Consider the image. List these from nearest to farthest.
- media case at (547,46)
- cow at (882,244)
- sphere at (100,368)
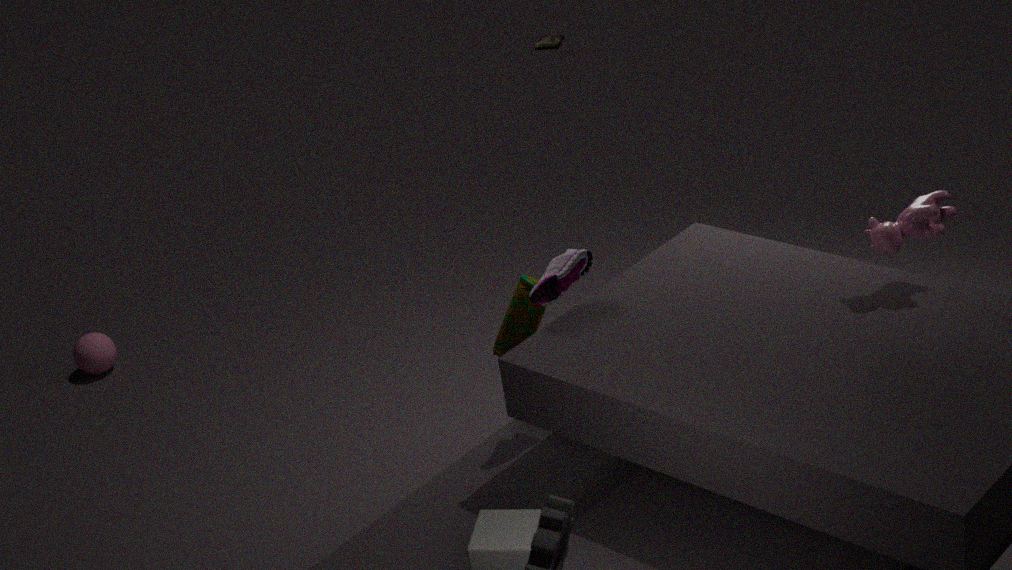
cow at (882,244) → sphere at (100,368) → media case at (547,46)
